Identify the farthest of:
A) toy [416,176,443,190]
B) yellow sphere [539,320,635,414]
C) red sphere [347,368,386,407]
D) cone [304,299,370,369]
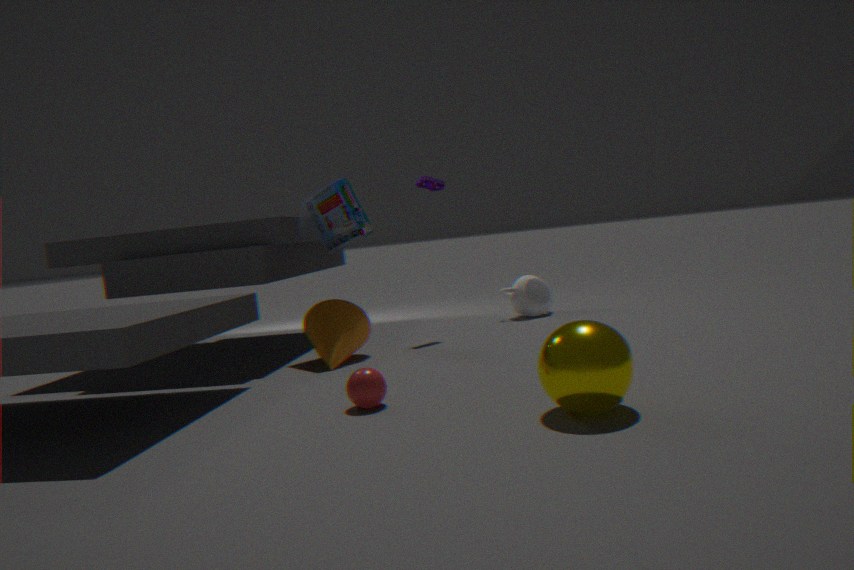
toy [416,176,443,190]
